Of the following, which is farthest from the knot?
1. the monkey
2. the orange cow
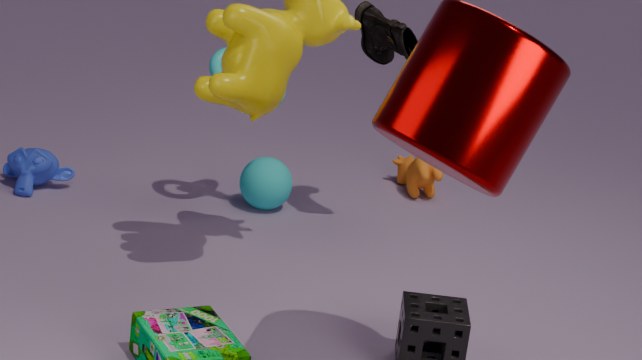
the orange cow
